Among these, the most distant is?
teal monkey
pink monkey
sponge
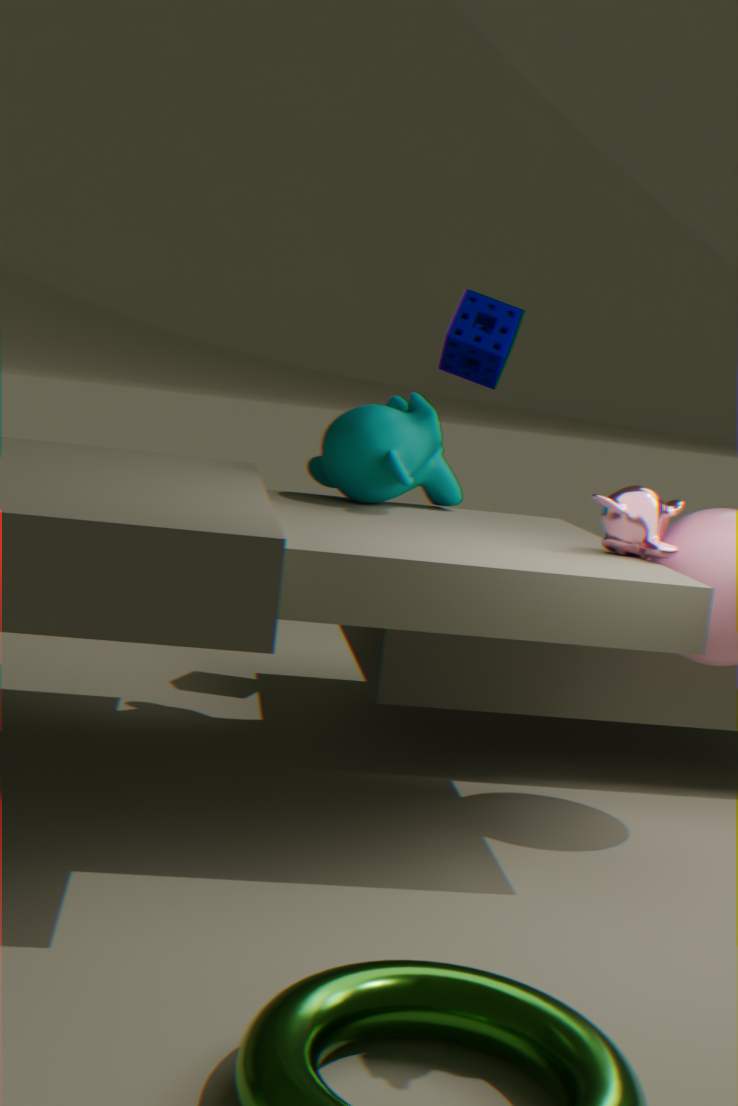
sponge
